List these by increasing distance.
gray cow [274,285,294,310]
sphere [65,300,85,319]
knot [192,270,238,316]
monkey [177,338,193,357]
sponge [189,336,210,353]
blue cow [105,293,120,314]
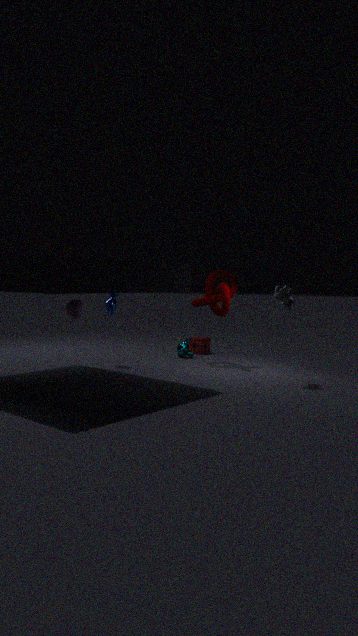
gray cow [274,285,294,310] → sphere [65,300,85,319] → blue cow [105,293,120,314] → knot [192,270,238,316] → monkey [177,338,193,357] → sponge [189,336,210,353]
